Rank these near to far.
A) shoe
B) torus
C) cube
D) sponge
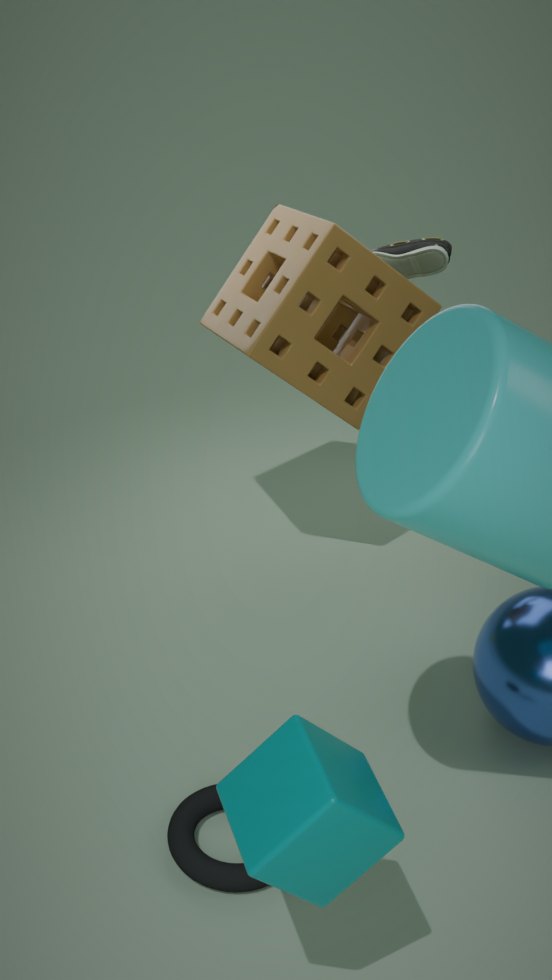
cube
torus
sponge
shoe
